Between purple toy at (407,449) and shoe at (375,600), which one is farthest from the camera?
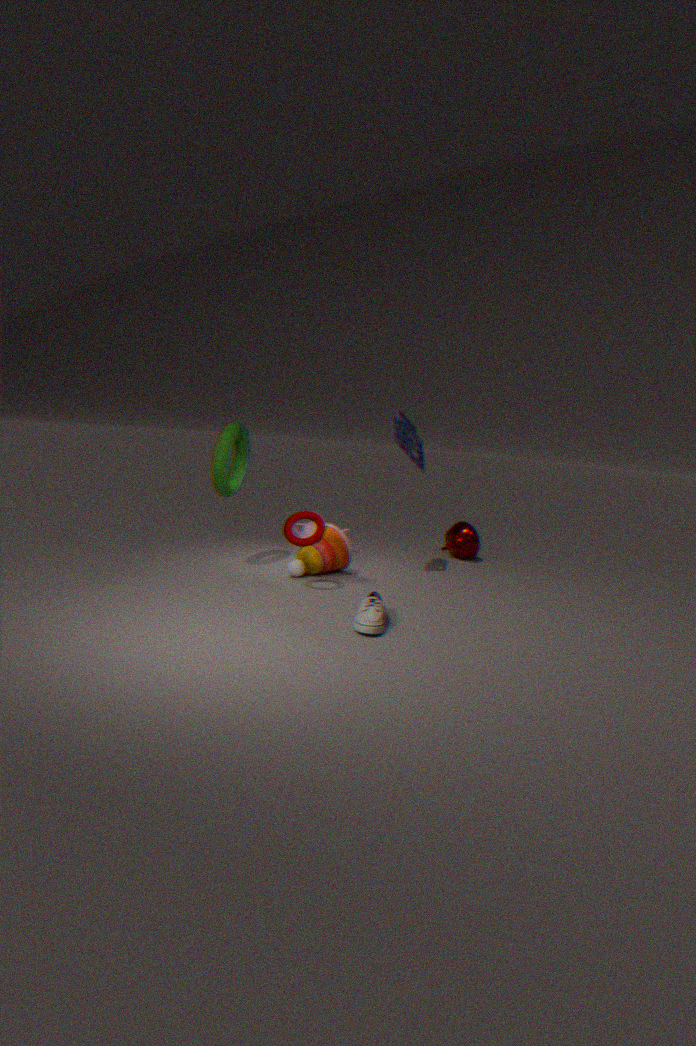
purple toy at (407,449)
